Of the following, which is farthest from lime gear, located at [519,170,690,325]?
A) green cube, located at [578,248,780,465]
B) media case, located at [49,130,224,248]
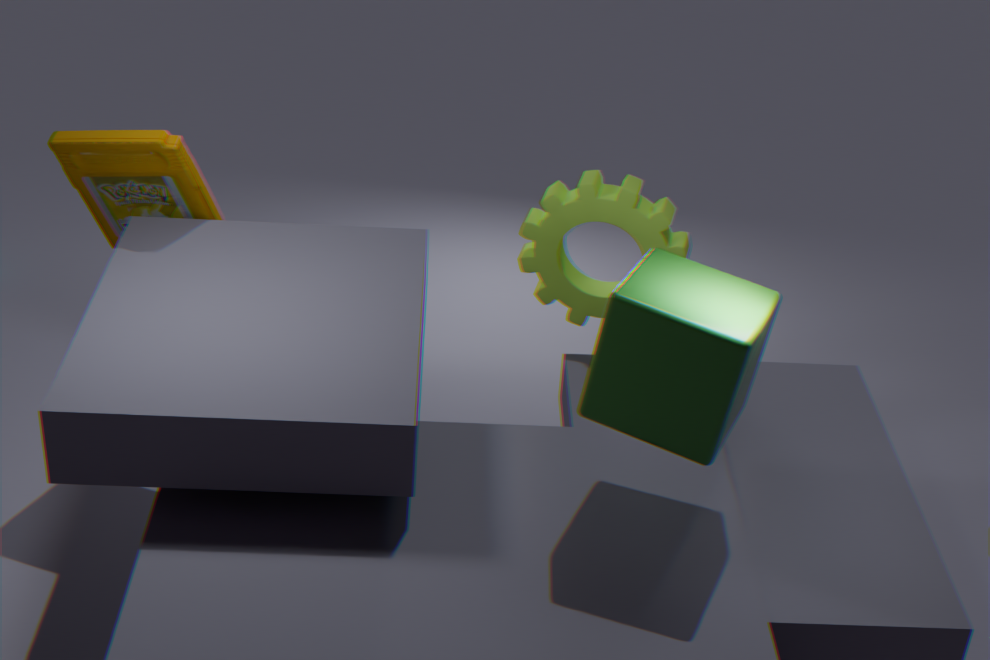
media case, located at [49,130,224,248]
